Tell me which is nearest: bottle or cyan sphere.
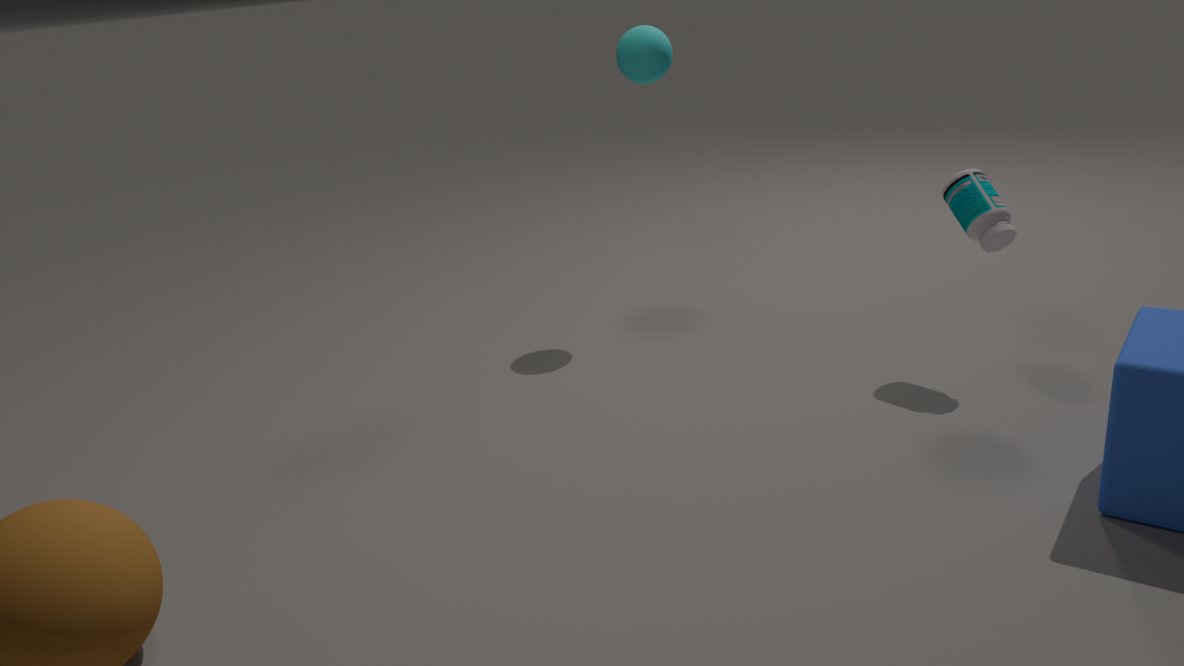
bottle
